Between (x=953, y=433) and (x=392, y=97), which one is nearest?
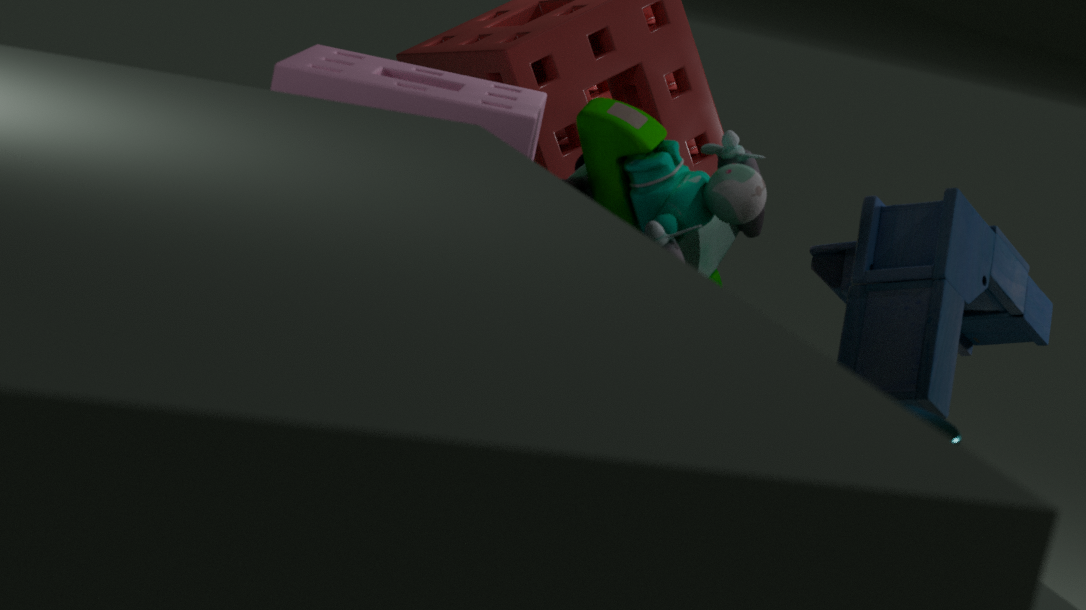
(x=953, y=433)
